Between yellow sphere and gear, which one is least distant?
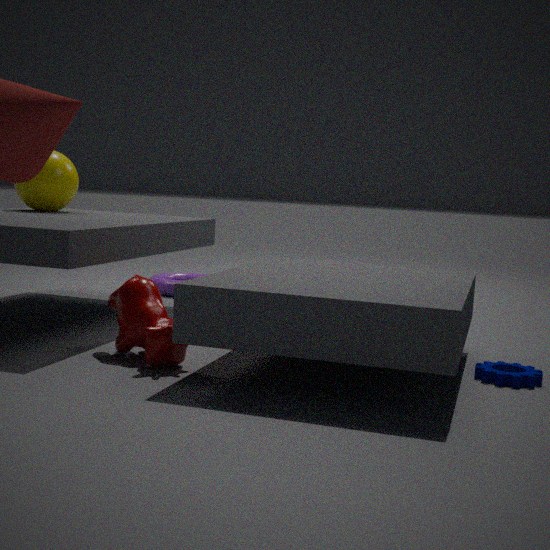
gear
